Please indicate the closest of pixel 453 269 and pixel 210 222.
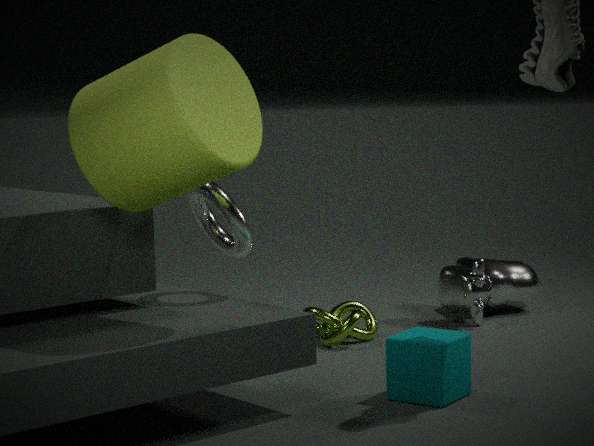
pixel 210 222
